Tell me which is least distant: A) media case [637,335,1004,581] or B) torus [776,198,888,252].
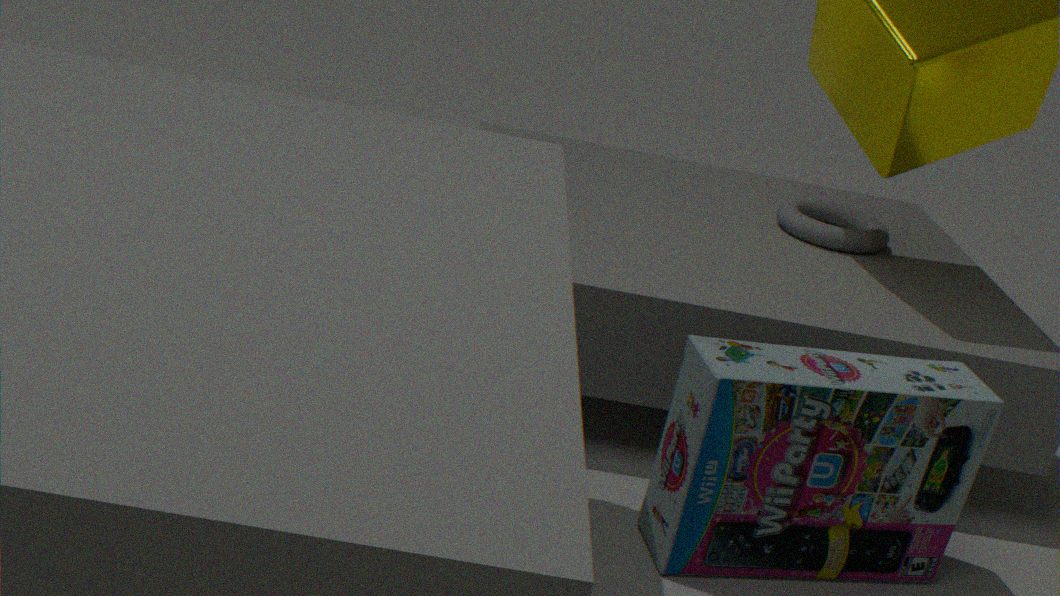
A. media case [637,335,1004,581]
